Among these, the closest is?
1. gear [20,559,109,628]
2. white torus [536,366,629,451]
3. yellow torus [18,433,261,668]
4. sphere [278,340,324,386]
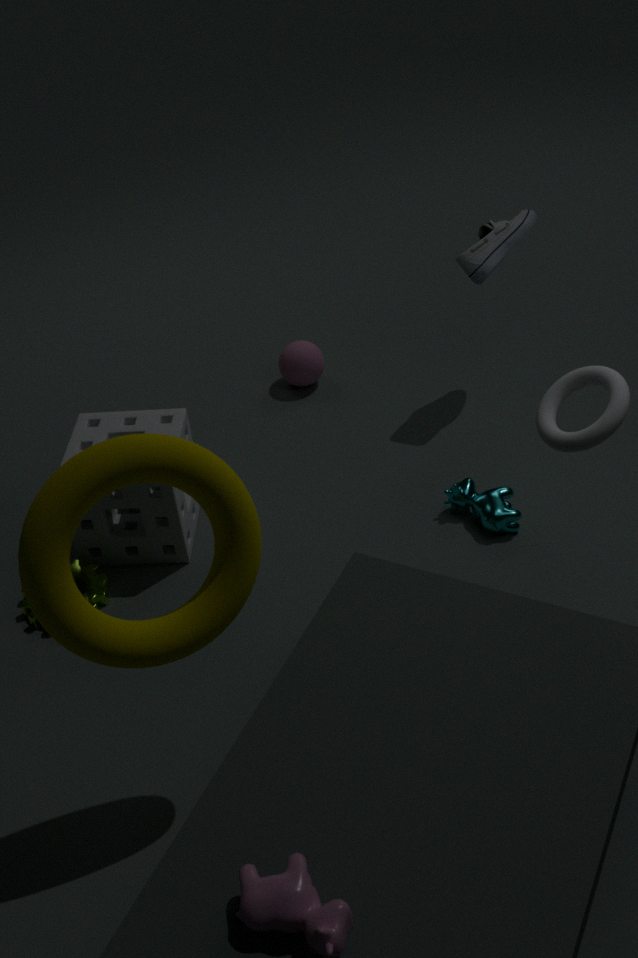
yellow torus [18,433,261,668]
